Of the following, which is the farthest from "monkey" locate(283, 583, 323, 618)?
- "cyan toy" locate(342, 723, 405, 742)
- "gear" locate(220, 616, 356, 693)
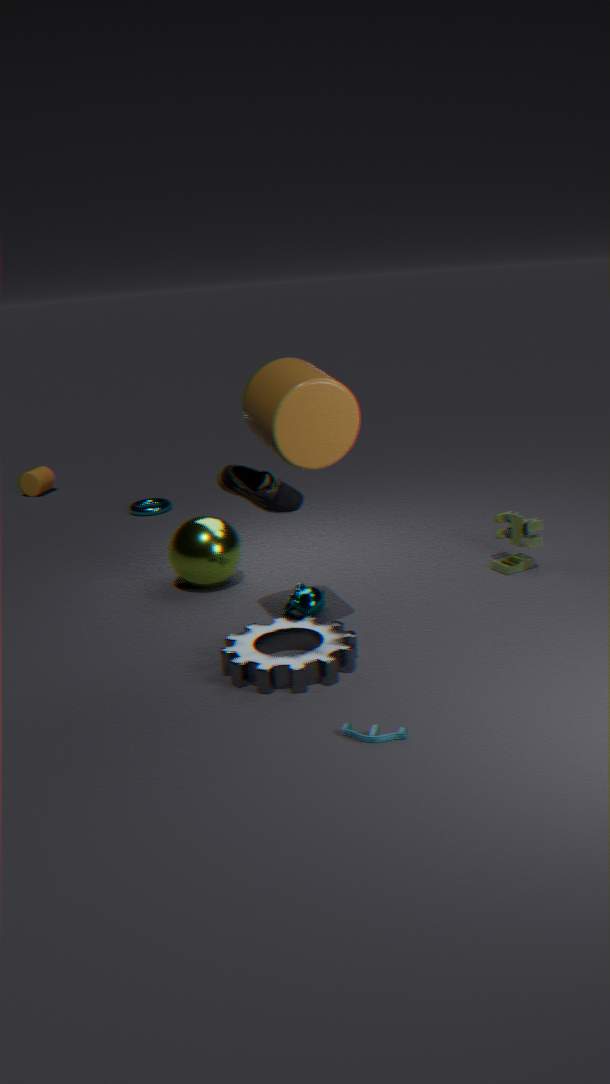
"cyan toy" locate(342, 723, 405, 742)
